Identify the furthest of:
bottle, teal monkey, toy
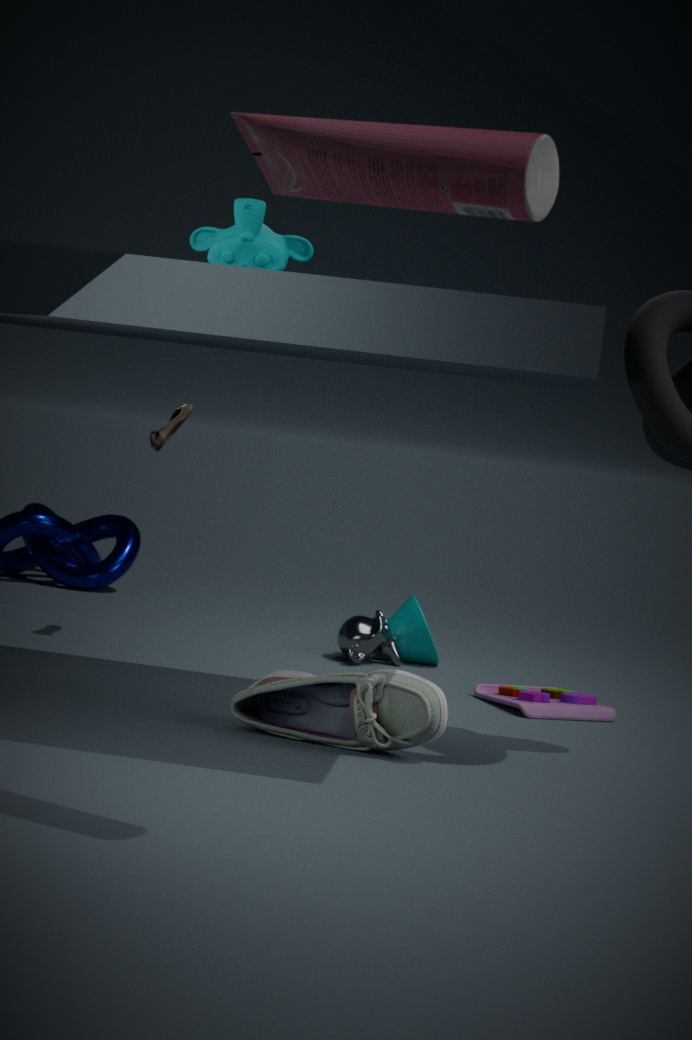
toy
